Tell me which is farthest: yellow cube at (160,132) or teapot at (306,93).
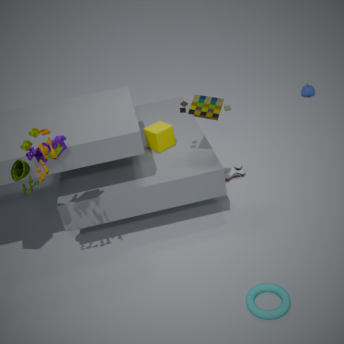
teapot at (306,93)
